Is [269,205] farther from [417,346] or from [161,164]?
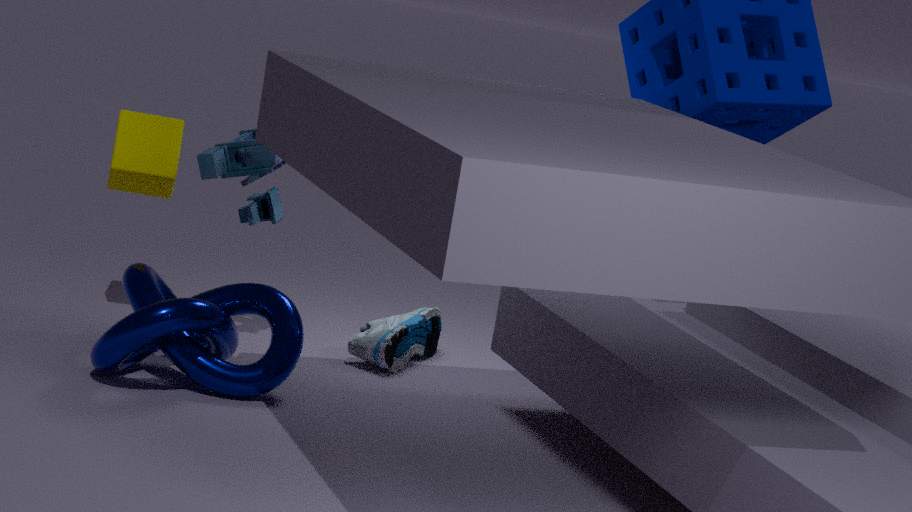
[417,346]
